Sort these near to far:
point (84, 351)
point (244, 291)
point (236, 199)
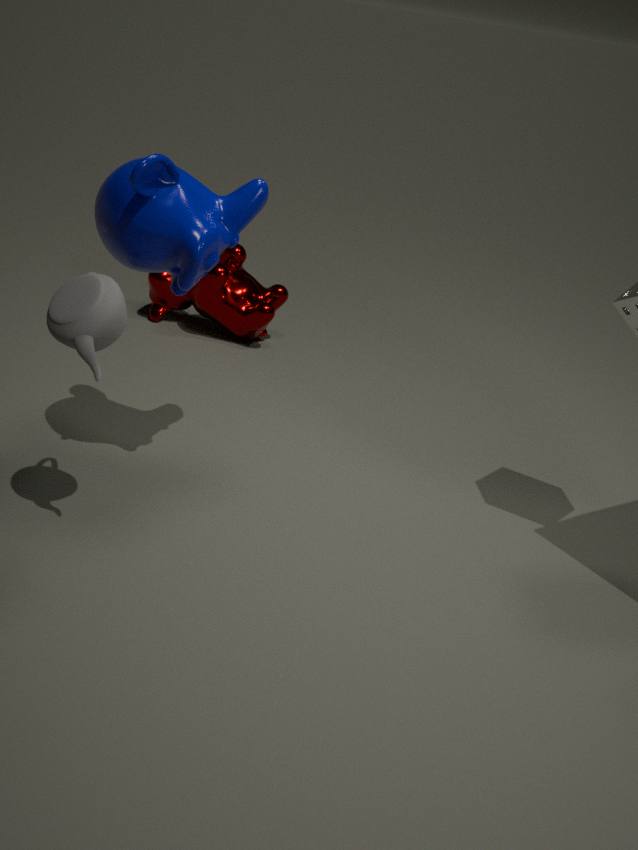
point (84, 351), point (236, 199), point (244, 291)
